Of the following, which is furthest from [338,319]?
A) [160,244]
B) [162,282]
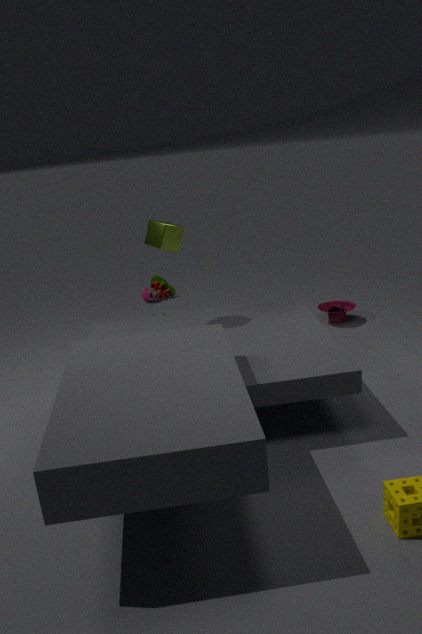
[162,282]
